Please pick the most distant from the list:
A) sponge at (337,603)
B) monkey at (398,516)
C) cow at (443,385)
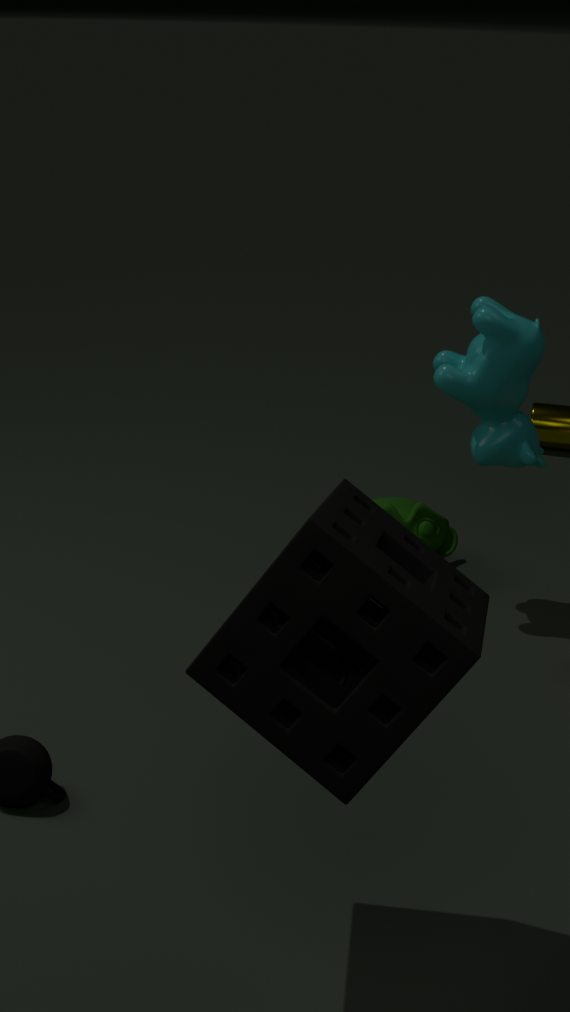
monkey at (398,516)
